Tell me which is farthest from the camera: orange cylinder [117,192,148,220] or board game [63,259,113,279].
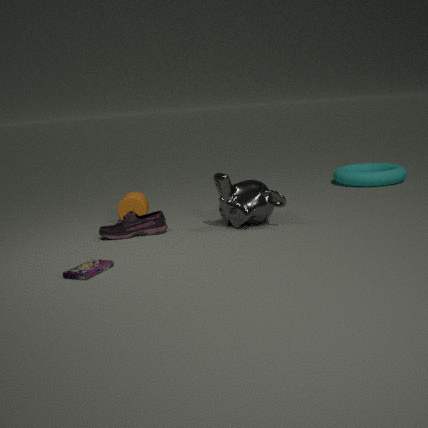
orange cylinder [117,192,148,220]
